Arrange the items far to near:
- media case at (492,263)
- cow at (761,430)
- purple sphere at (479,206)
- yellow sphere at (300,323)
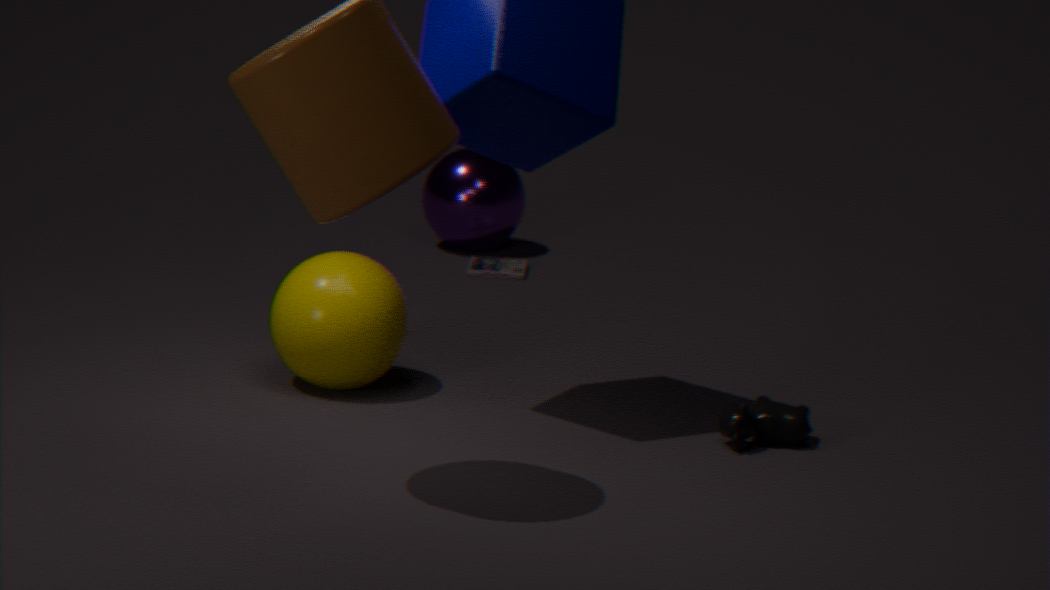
purple sphere at (479,206), media case at (492,263), yellow sphere at (300,323), cow at (761,430)
